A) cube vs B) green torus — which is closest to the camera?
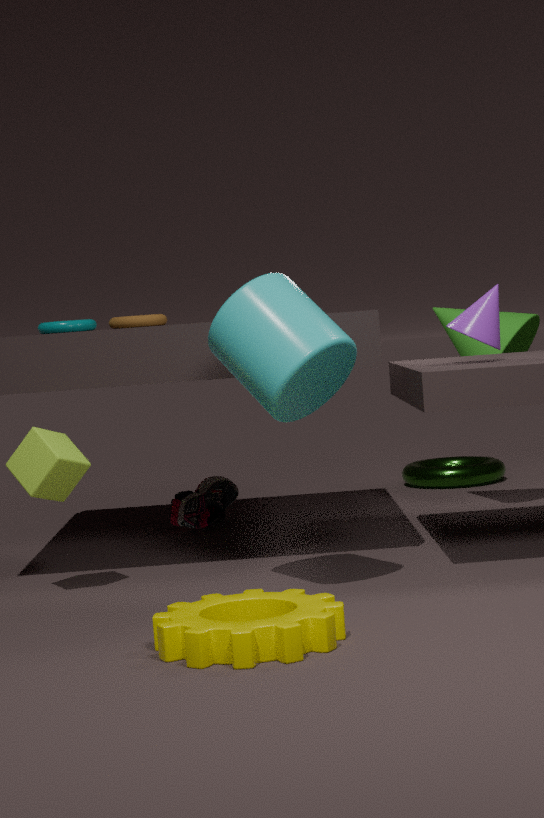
A. cube
